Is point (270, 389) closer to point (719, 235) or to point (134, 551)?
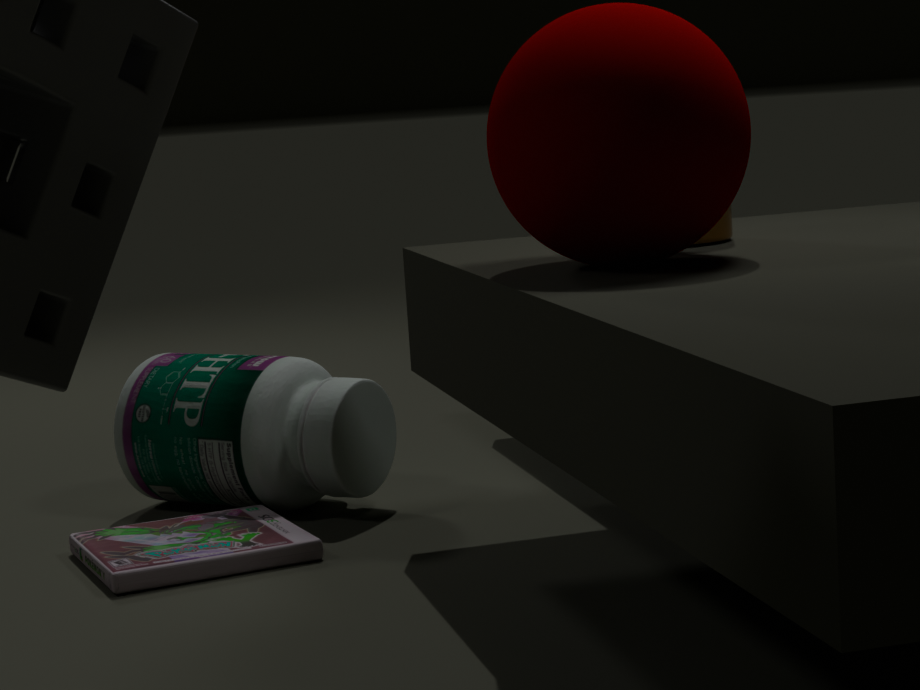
point (134, 551)
